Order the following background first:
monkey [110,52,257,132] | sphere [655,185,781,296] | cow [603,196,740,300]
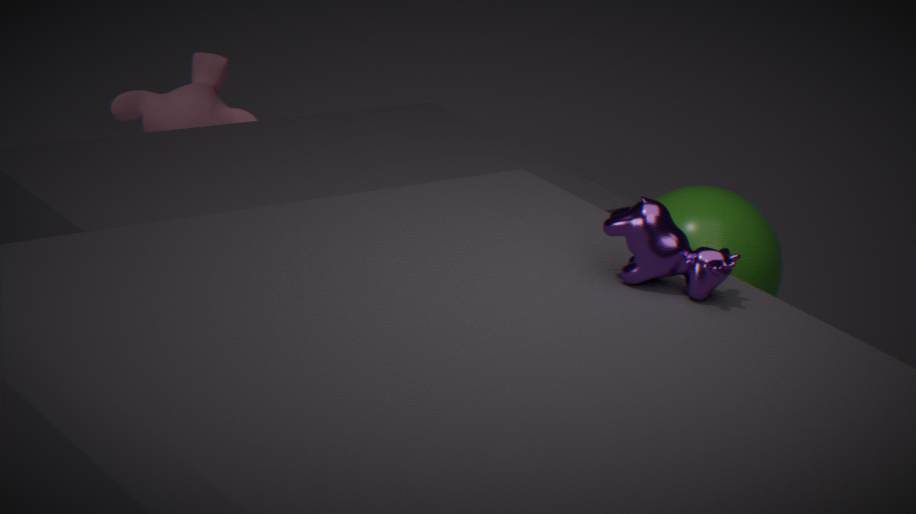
monkey [110,52,257,132] < sphere [655,185,781,296] < cow [603,196,740,300]
